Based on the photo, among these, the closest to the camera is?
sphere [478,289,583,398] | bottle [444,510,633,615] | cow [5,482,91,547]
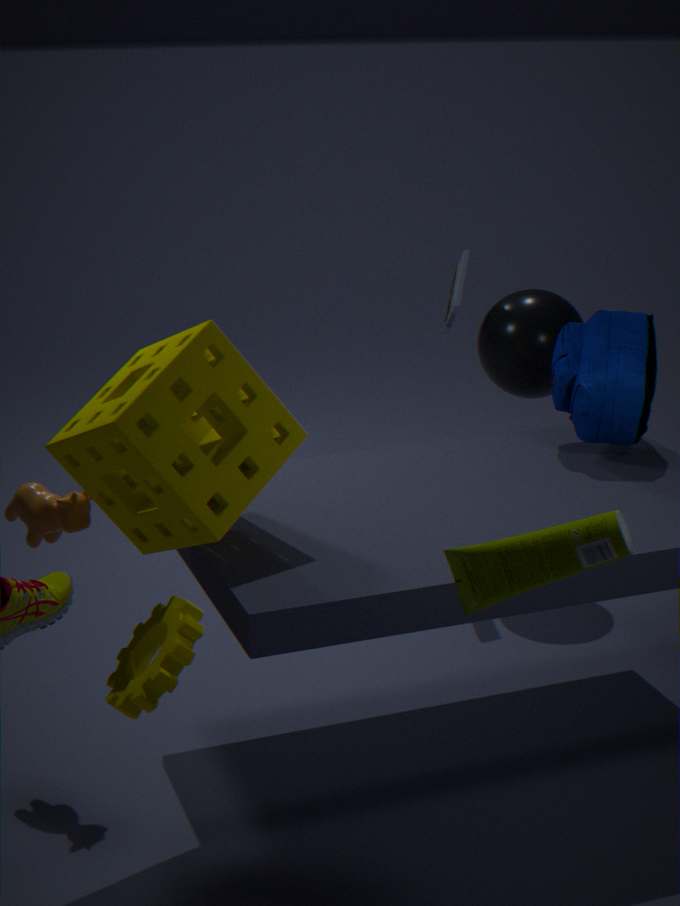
bottle [444,510,633,615]
